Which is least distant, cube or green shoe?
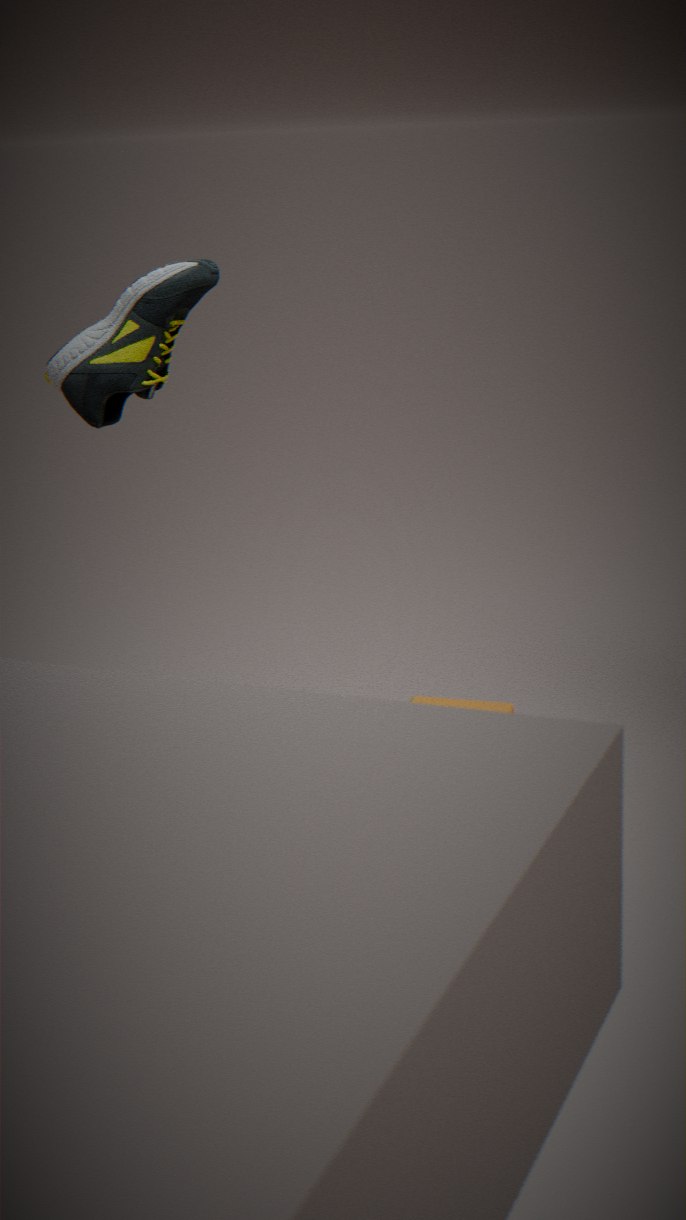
green shoe
